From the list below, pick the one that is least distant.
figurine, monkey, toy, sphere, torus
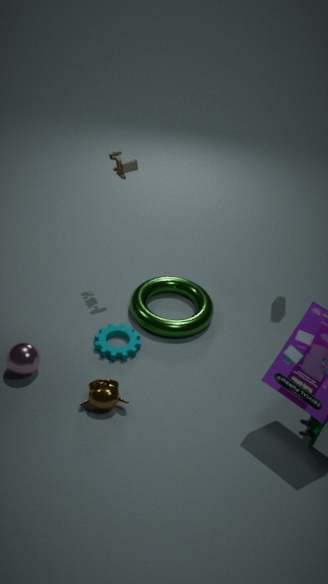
figurine
